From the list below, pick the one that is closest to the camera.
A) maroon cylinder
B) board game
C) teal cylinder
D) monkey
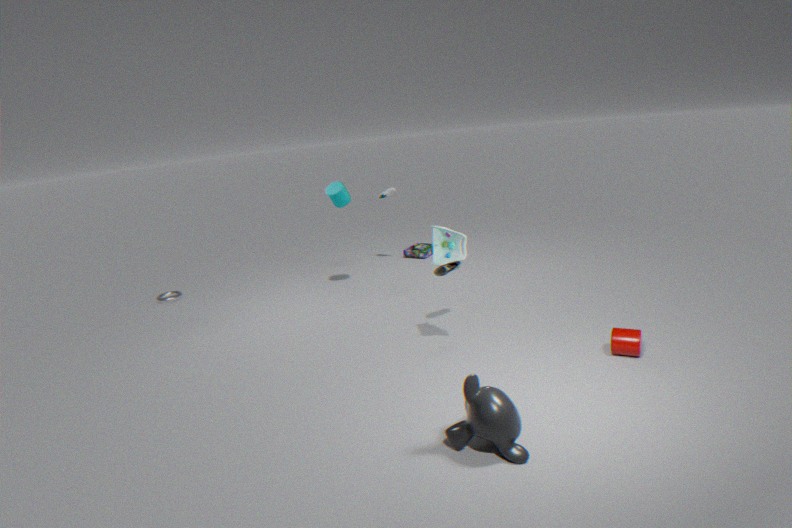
D. monkey
